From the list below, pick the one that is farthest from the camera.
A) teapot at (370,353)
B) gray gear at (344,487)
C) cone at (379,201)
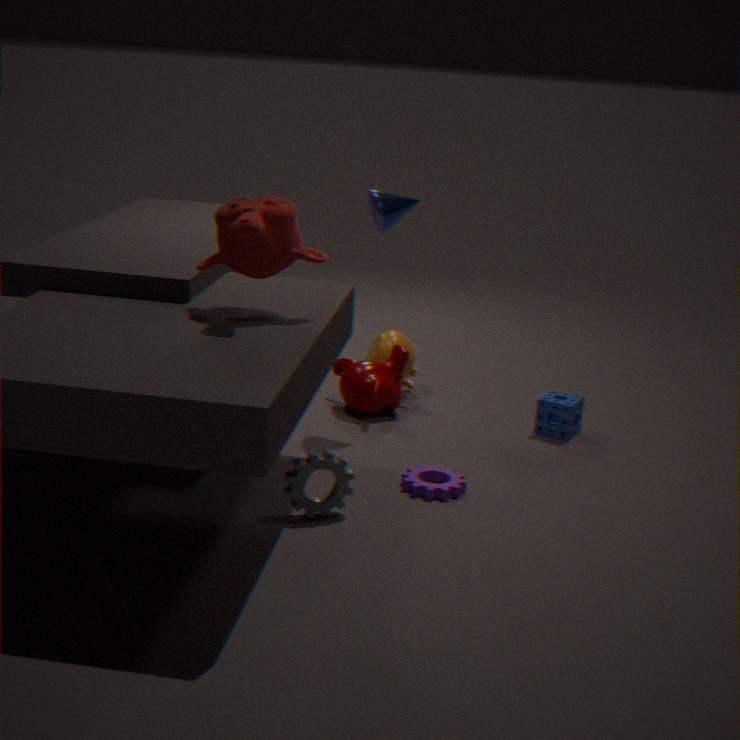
teapot at (370,353)
